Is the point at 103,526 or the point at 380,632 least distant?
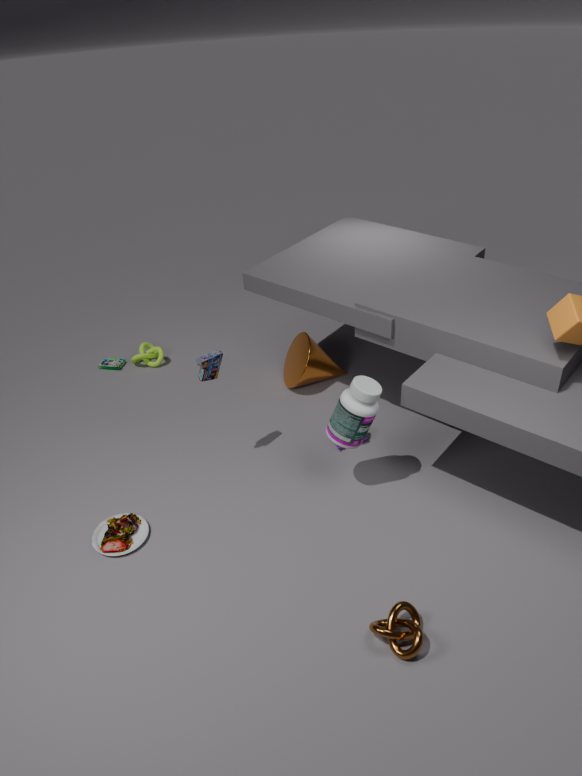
the point at 380,632
